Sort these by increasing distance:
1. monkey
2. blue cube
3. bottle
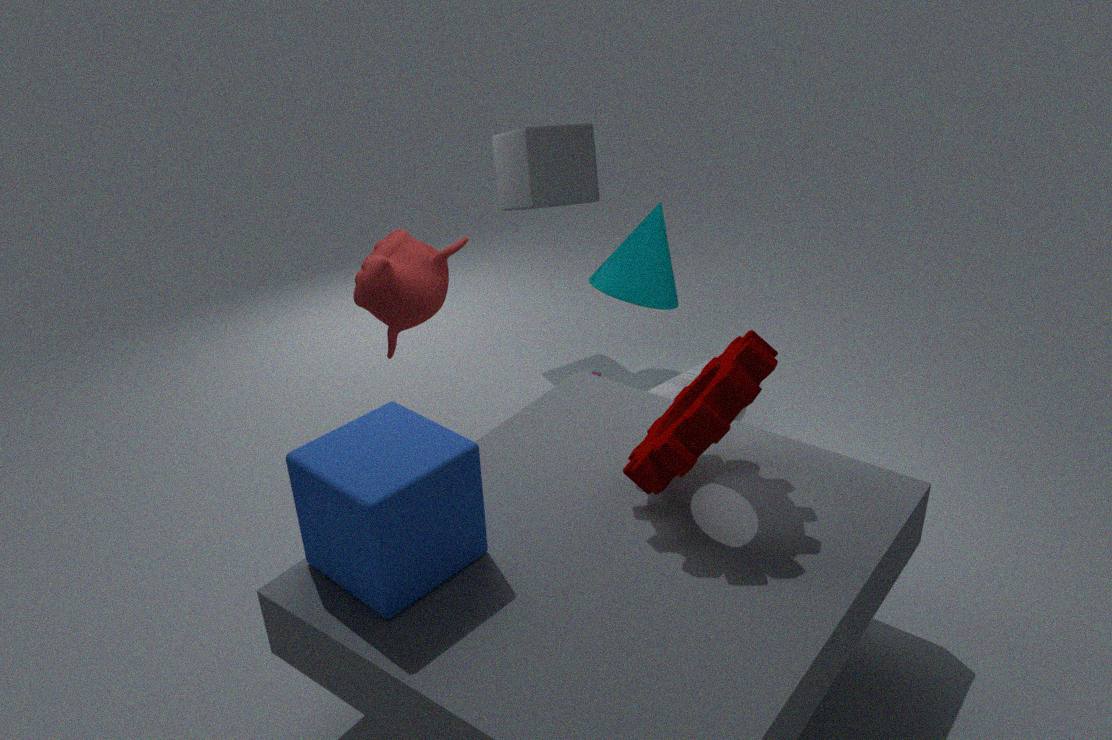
blue cube, monkey, bottle
